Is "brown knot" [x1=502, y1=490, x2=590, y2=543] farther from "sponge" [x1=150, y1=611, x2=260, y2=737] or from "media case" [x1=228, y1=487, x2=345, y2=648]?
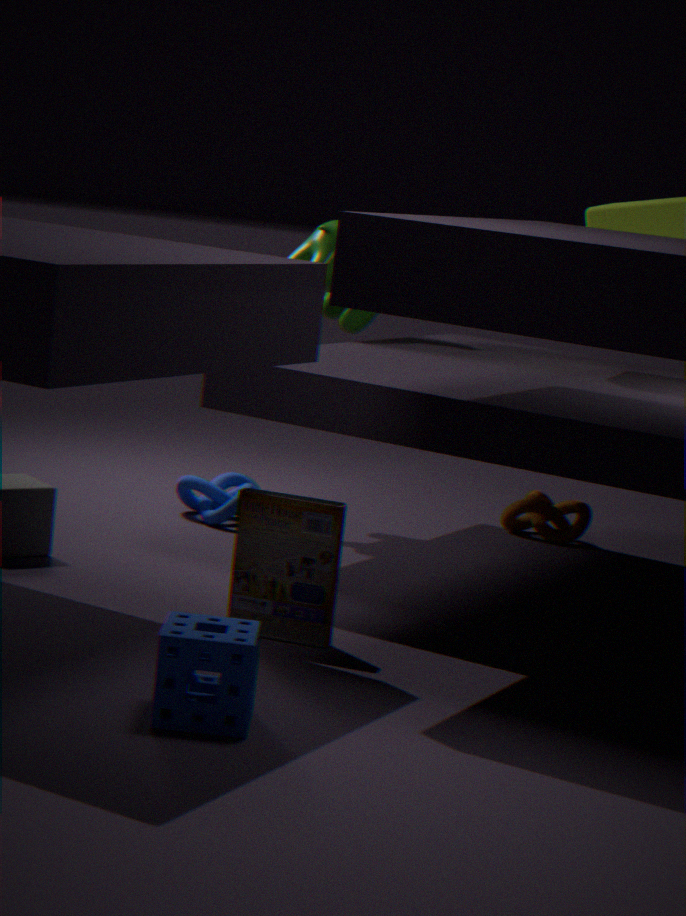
"sponge" [x1=150, y1=611, x2=260, y2=737]
